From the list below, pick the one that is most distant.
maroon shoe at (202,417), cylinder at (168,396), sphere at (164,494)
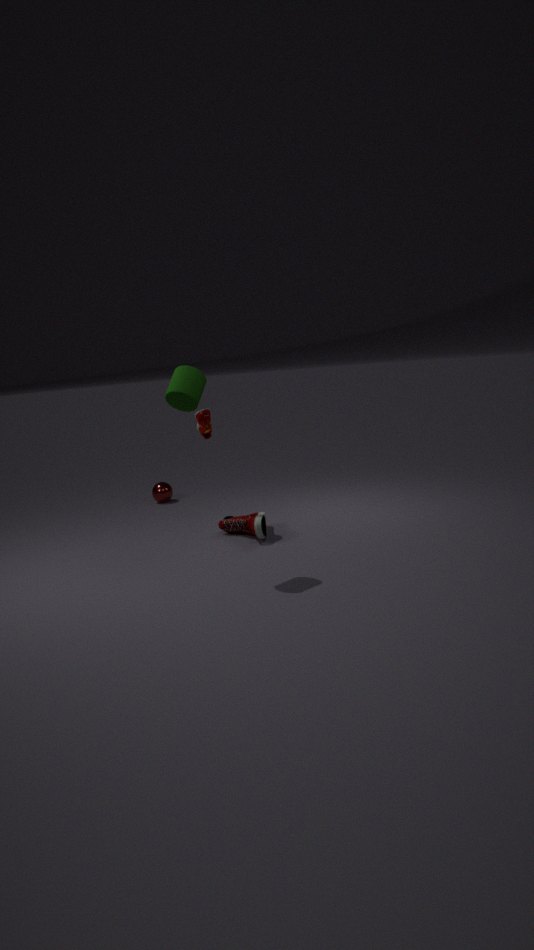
sphere at (164,494)
